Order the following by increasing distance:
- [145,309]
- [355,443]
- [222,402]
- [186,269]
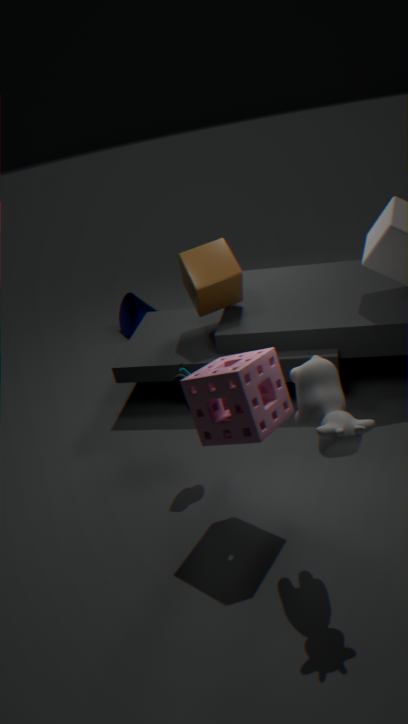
[355,443] < [222,402] < [186,269] < [145,309]
